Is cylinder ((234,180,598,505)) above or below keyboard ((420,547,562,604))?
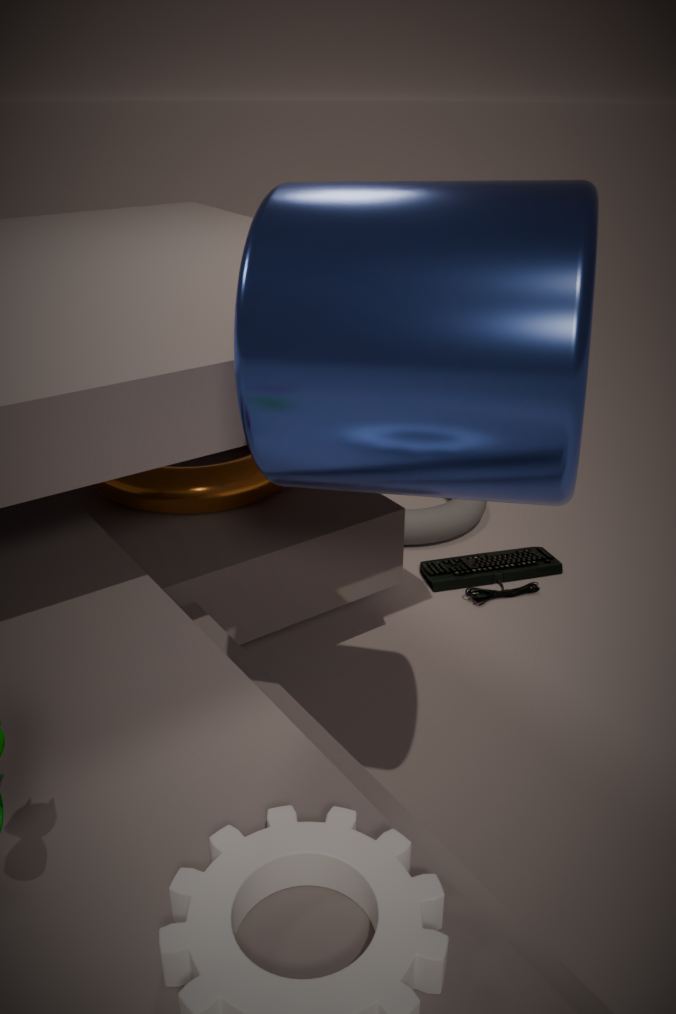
above
